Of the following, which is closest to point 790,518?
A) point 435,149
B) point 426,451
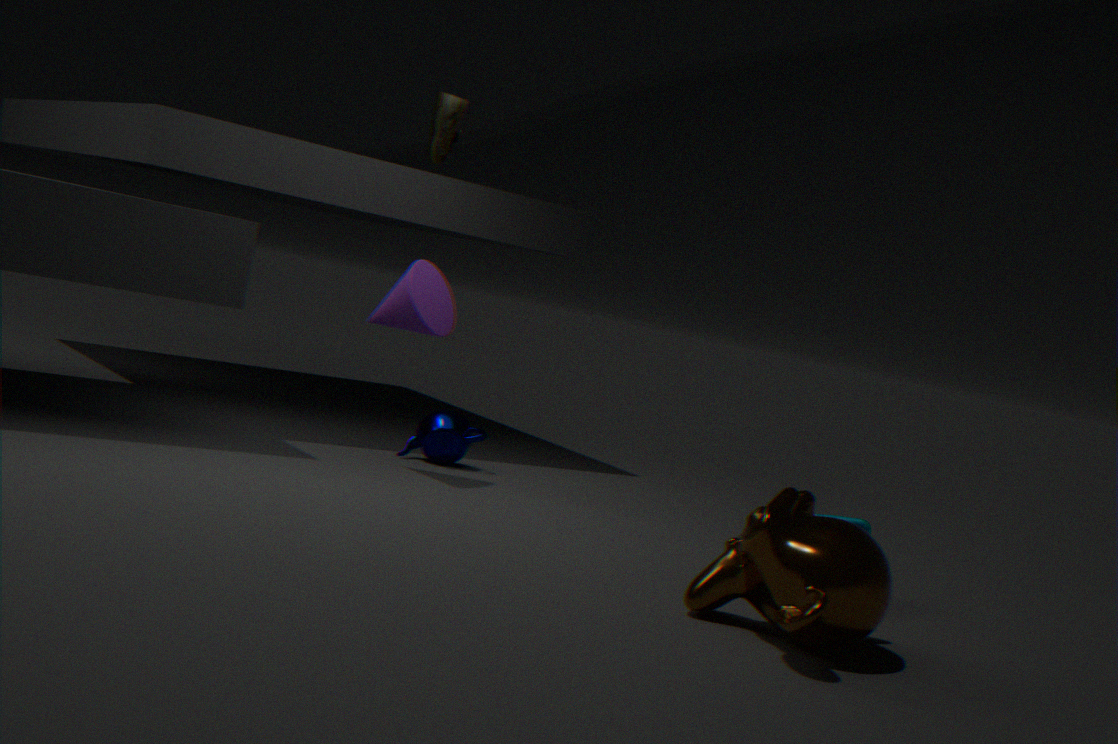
point 426,451
